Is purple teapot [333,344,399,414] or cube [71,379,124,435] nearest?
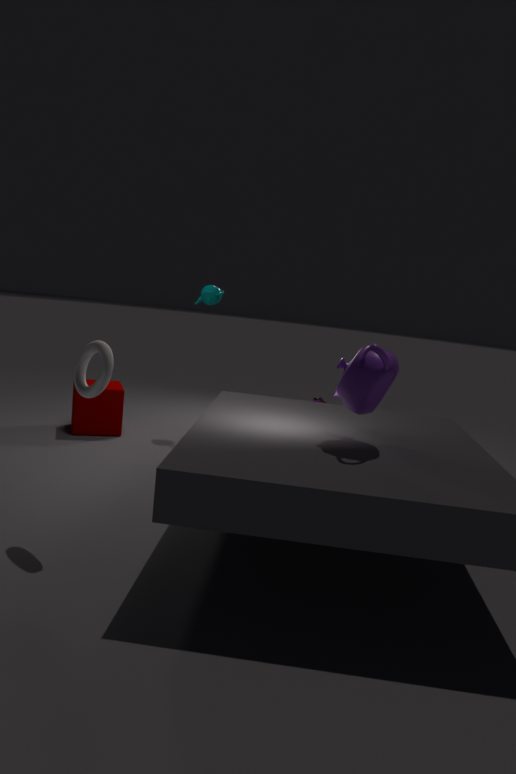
purple teapot [333,344,399,414]
